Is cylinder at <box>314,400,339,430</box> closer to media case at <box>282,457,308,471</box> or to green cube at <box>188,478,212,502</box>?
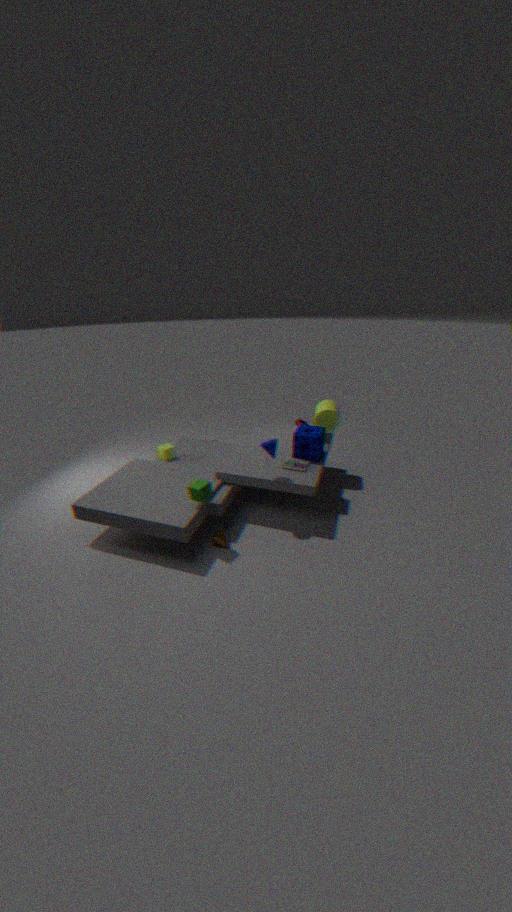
media case at <box>282,457,308,471</box>
